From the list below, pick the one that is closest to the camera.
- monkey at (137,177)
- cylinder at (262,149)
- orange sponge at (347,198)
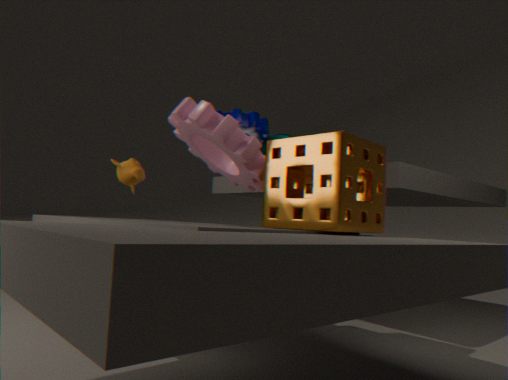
orange sponge at (347,198)
